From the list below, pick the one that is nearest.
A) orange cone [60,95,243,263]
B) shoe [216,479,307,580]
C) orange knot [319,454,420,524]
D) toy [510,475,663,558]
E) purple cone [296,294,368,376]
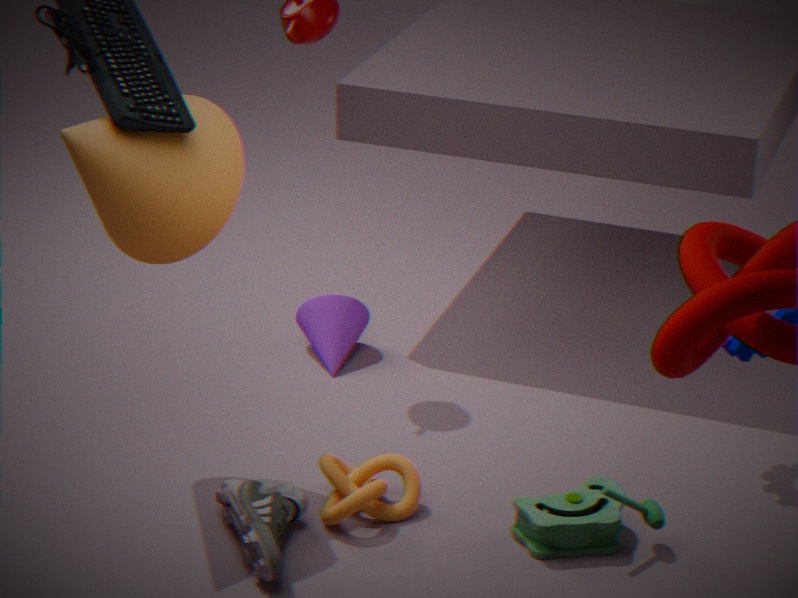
shoe [216,479,307,580]
